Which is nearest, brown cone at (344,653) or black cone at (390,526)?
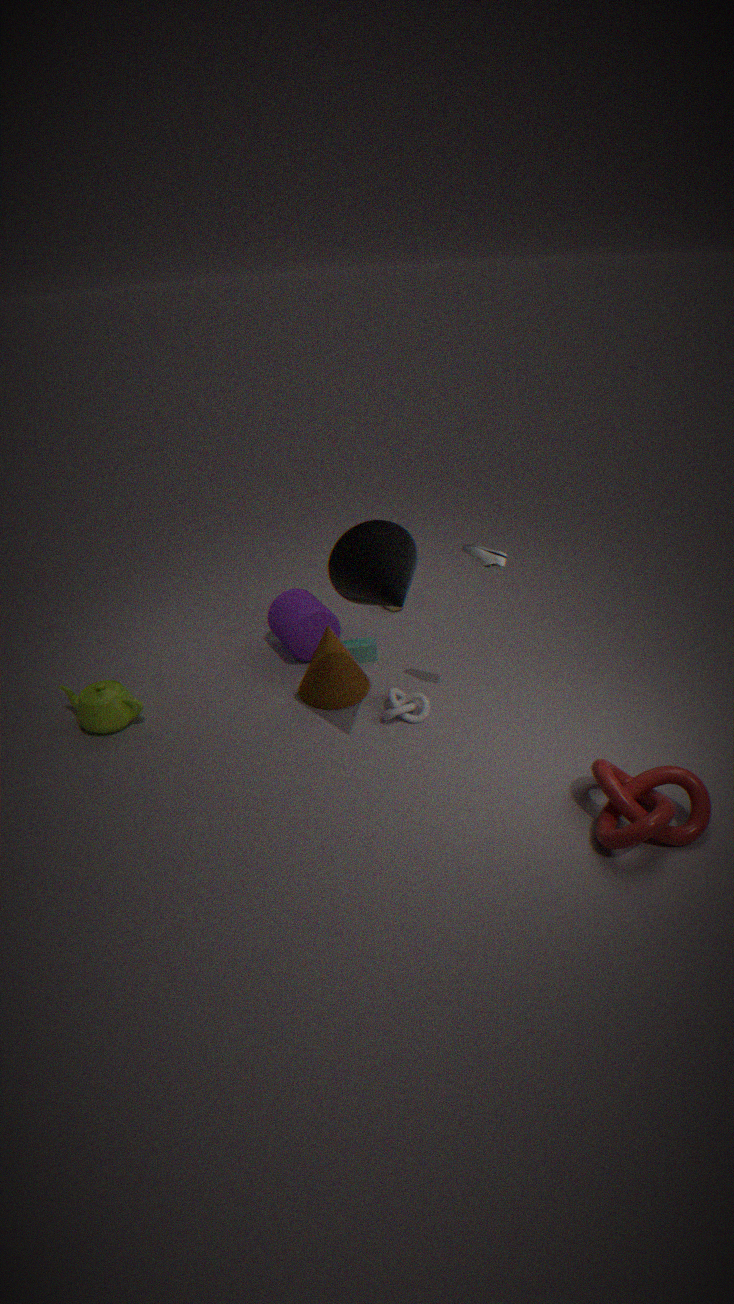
black cone at (390,526)
